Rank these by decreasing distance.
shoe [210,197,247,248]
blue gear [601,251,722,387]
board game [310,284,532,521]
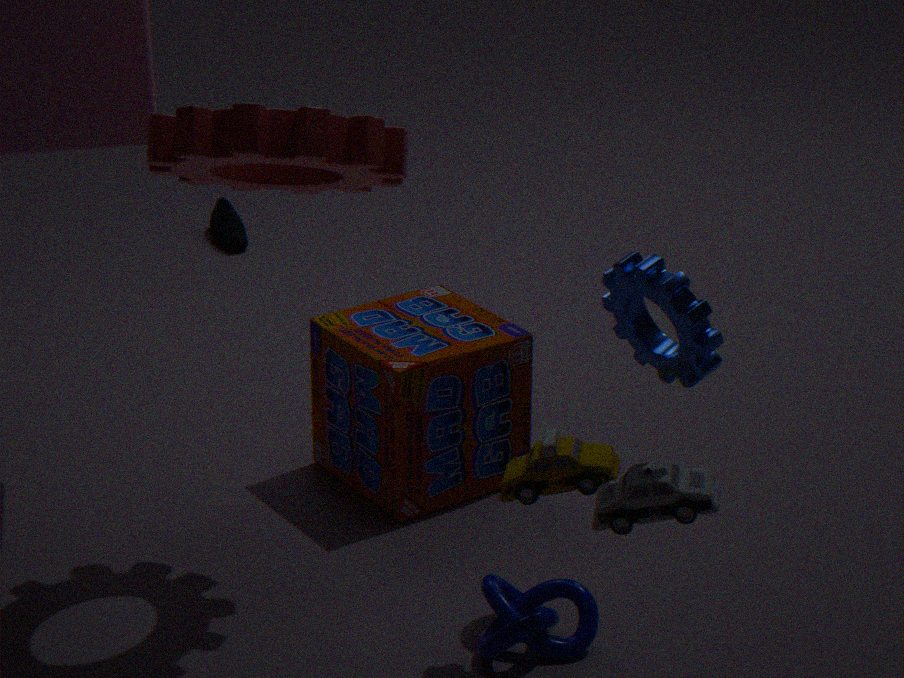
shoe [210,197,247,248], board game [310,284,532,521], blue gear [601,251,722,387]
